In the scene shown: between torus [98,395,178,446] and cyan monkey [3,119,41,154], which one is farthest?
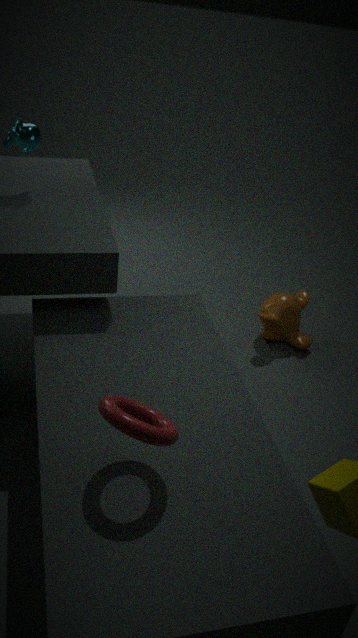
Answer: cyan monkey [3,119,41,154]
